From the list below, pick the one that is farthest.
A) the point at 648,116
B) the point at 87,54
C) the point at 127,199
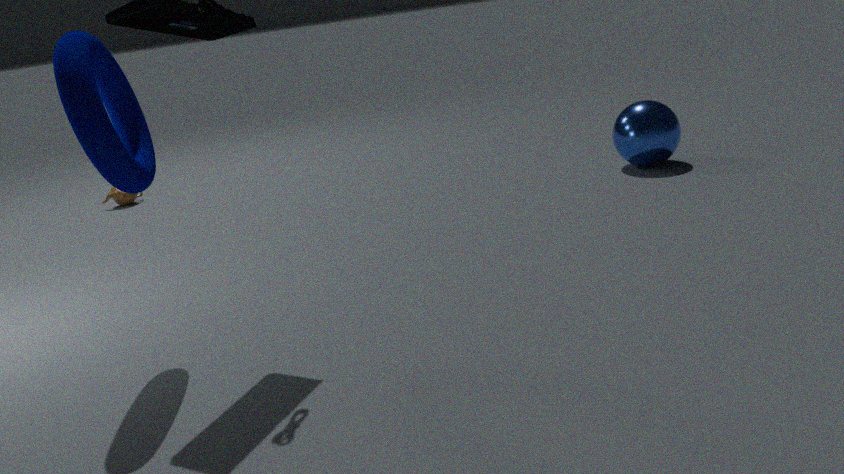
the point at 127,199
